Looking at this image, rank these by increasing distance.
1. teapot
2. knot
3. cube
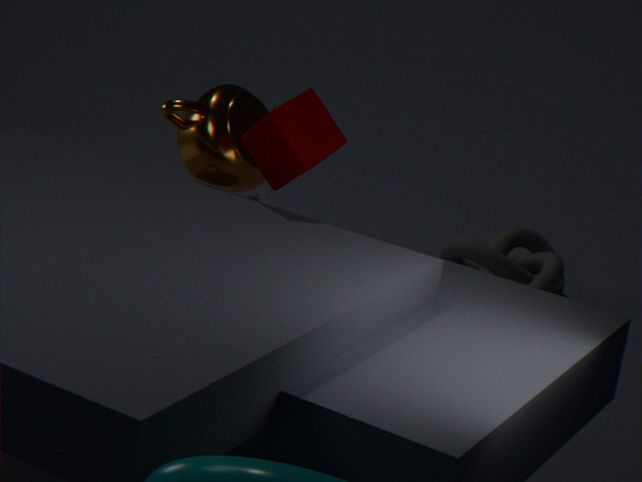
1. cube
2. teapot
3. knot
